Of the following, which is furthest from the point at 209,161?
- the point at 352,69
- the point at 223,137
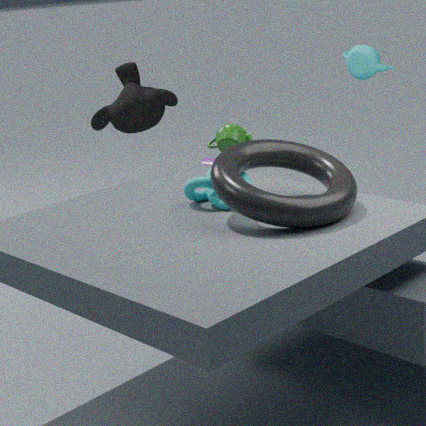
the point at 352,69
